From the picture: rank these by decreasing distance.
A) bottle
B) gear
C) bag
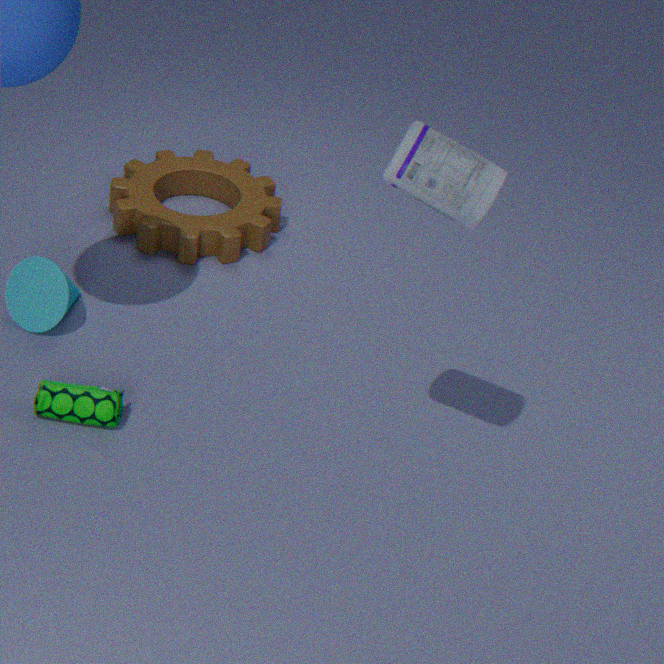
gear, bag, bottle
